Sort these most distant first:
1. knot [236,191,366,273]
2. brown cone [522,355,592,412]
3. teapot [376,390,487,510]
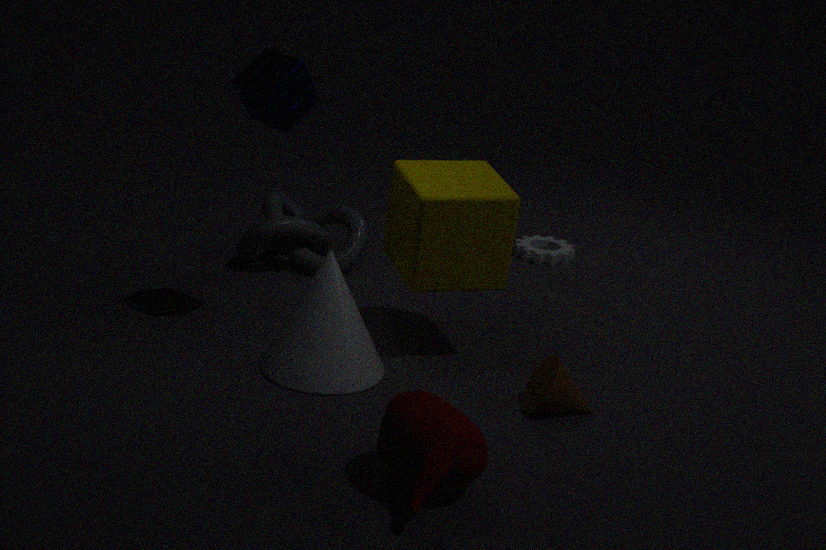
1. knot [236,191,366,273]
2. brown cone [522,355,592,412]
3. teapot [376,390,487,510]
